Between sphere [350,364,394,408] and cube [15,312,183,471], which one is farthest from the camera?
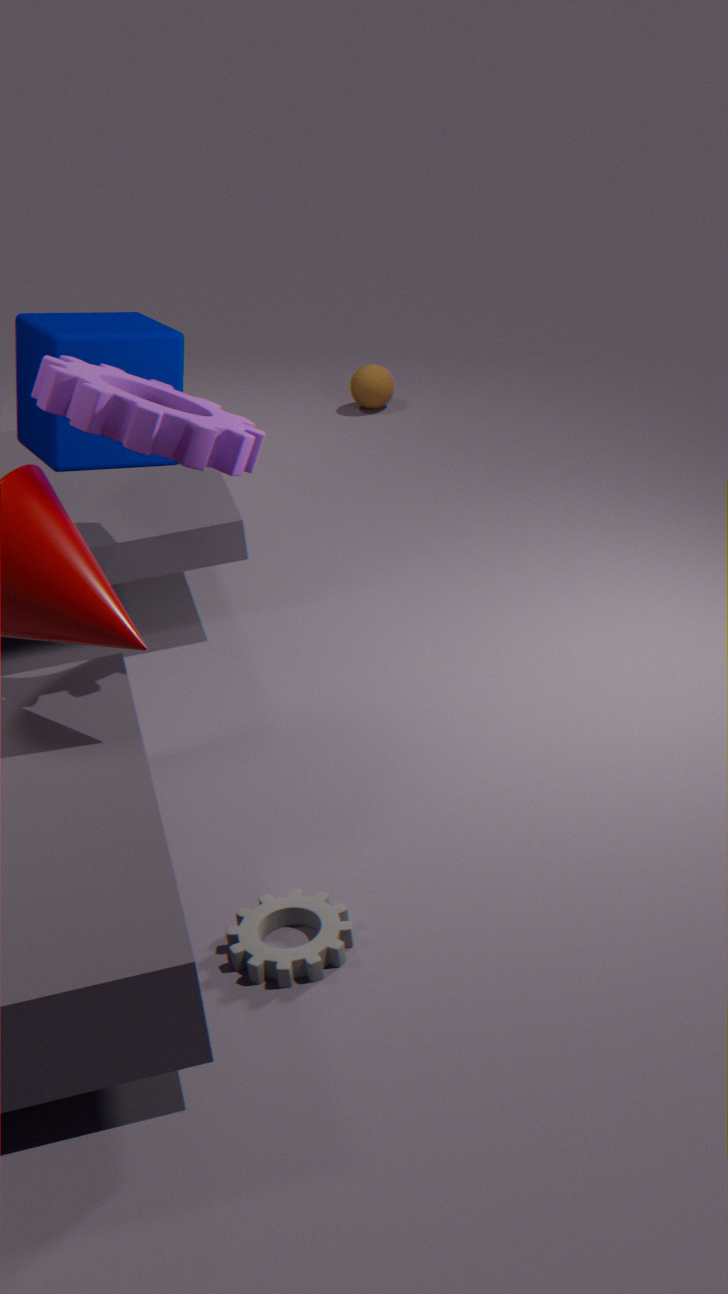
sphere [350,364,394,408]
